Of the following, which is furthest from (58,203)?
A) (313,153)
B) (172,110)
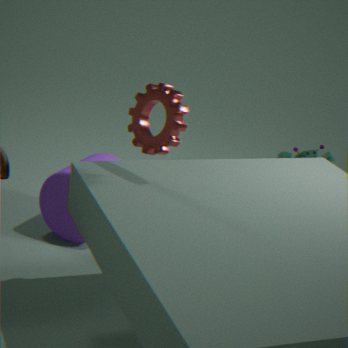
(313,153)
